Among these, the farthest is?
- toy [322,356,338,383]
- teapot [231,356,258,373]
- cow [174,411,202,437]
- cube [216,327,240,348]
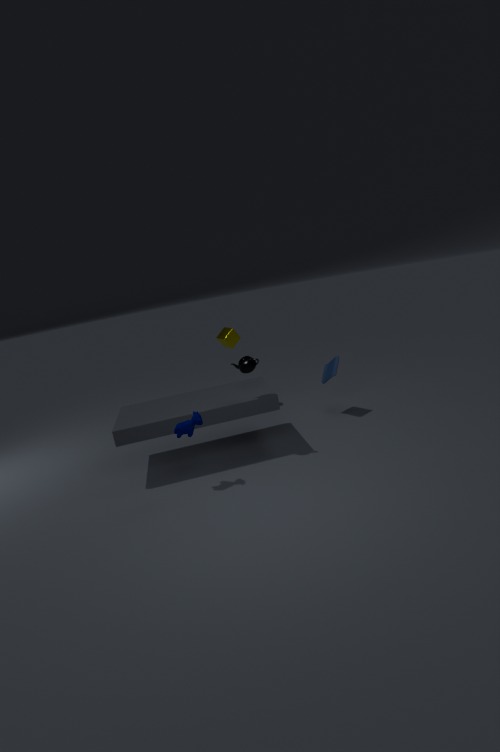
cube [216,327,240,348]
